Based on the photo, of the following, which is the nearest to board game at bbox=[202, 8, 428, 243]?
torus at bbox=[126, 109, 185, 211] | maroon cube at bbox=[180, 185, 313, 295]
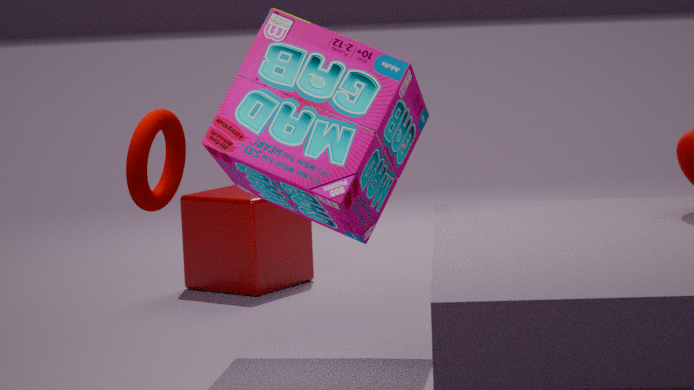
torus at bbox=[126, 109, 185, 211]
